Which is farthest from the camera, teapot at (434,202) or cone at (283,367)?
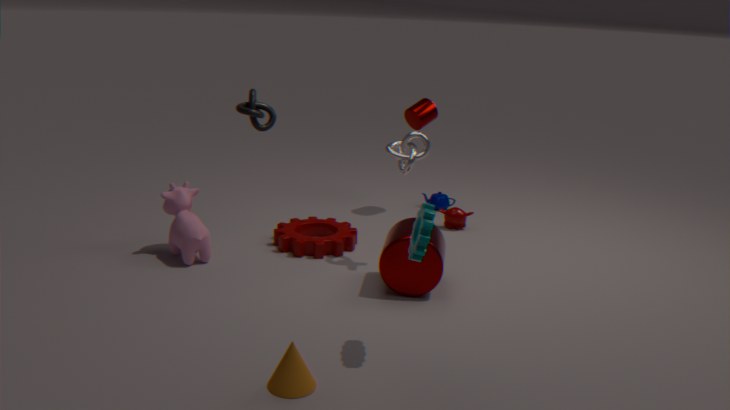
teapot at (434,202)
